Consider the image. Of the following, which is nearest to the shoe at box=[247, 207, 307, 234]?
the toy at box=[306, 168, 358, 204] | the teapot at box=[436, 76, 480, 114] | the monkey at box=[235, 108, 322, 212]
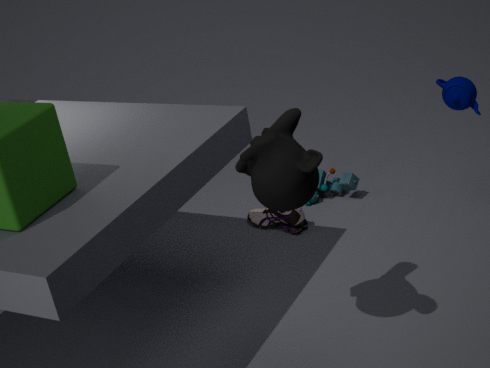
the toy at box=[306, 168, 358, 204]
